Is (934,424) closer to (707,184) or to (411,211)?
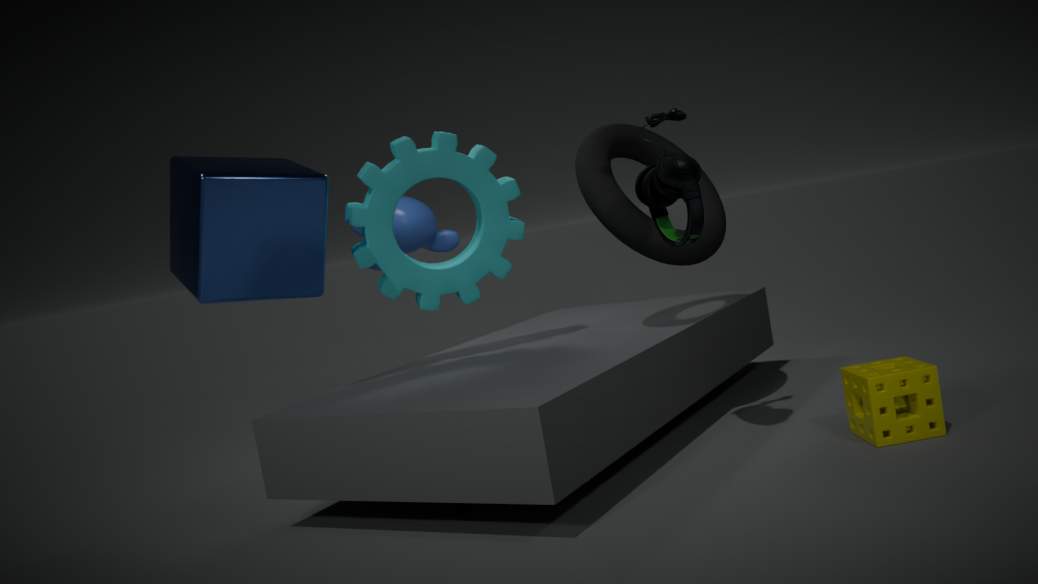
(707,184)
